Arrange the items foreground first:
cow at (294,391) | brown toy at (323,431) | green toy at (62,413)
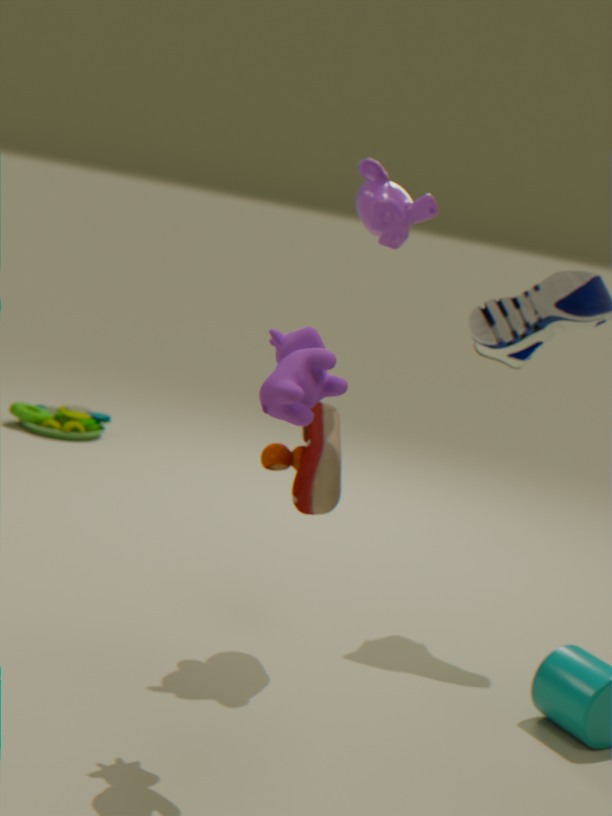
1. cow at (294,391)
2. brown toy at (323,431)
3. green toy at (62,413)
